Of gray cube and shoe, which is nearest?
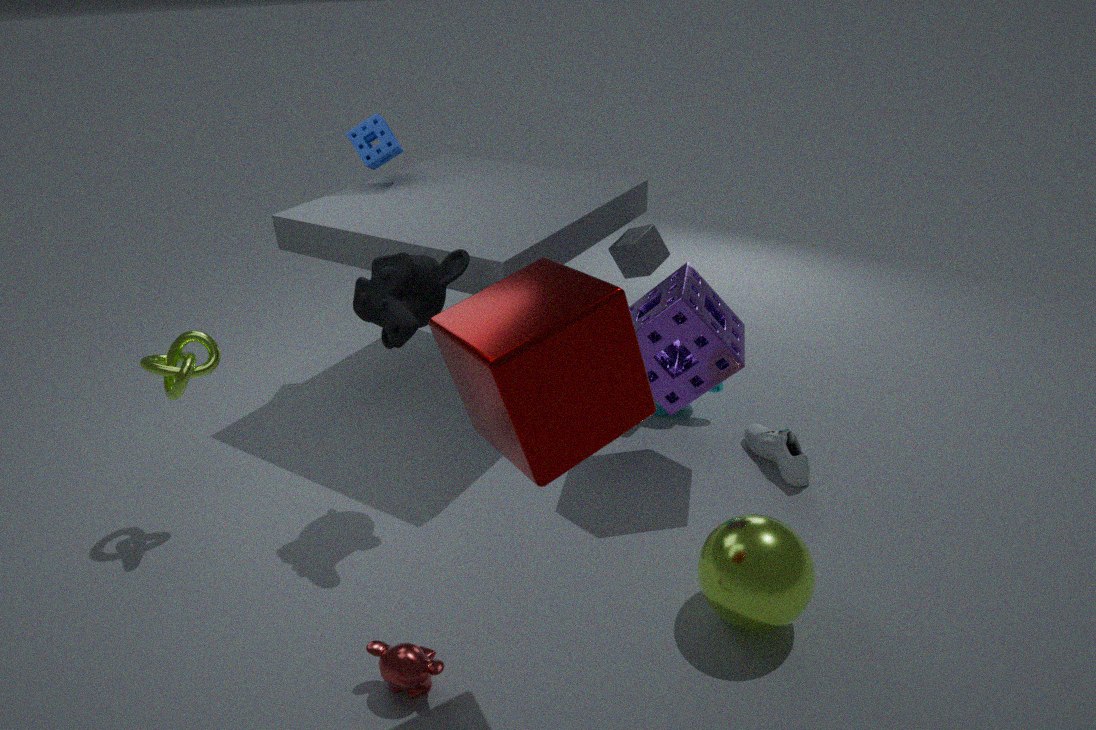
shoe
